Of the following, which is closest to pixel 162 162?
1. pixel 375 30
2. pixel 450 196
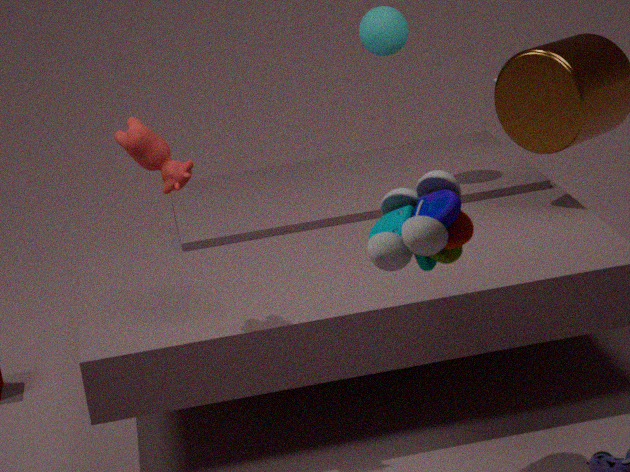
pixel 450 196
